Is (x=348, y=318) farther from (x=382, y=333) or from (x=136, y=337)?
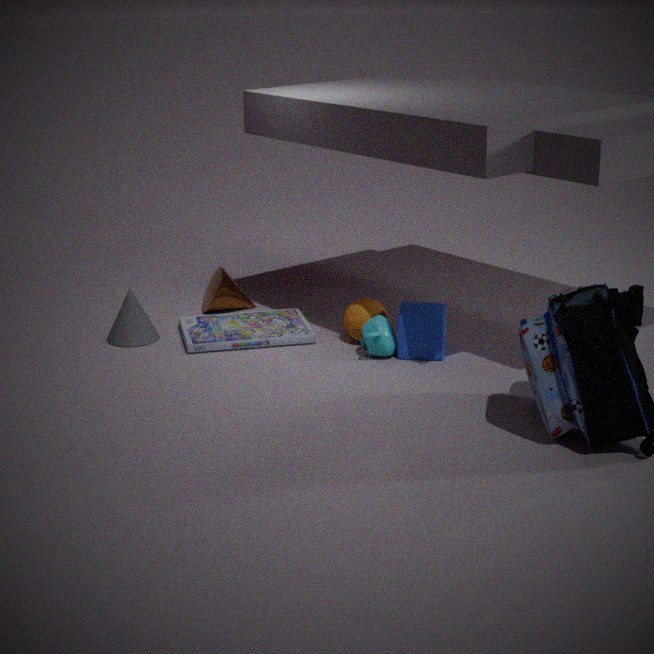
(x=136, y=337)
